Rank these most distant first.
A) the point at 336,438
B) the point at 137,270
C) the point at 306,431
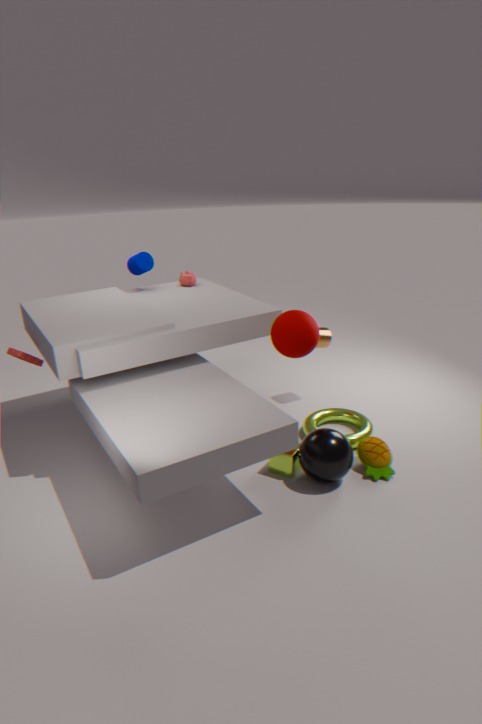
1. the point at 137,270
2. the point at 306,431
3. the point at 336,438
